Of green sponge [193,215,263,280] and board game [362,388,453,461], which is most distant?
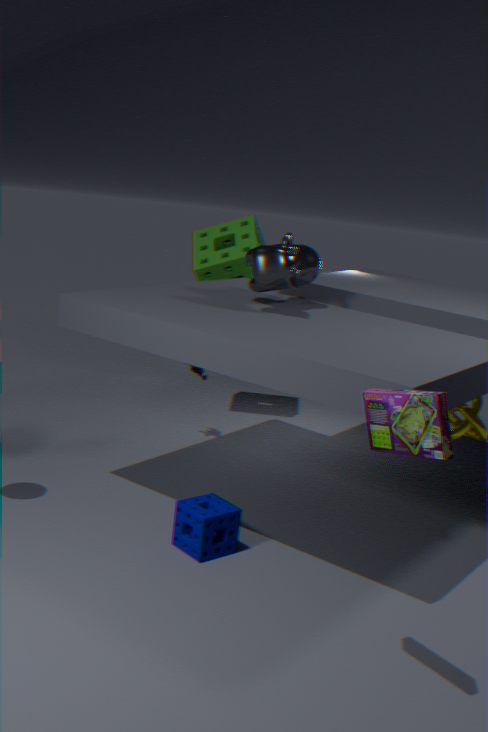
green sponge [193,215,263,280]
